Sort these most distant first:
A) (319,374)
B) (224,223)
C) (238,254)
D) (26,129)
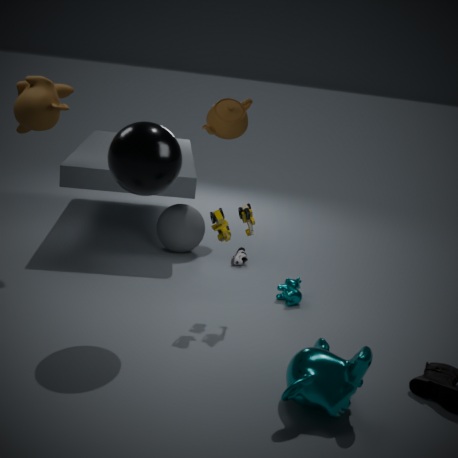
(238,254) < (26,129) < (224,223) < (319,374)
